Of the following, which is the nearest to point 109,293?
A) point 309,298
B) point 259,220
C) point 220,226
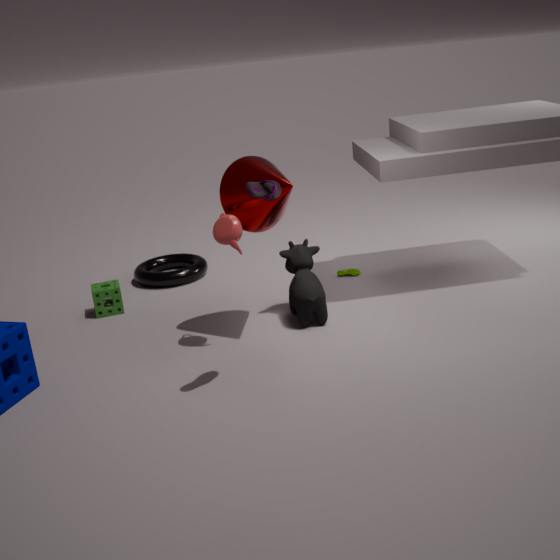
point 220,226
